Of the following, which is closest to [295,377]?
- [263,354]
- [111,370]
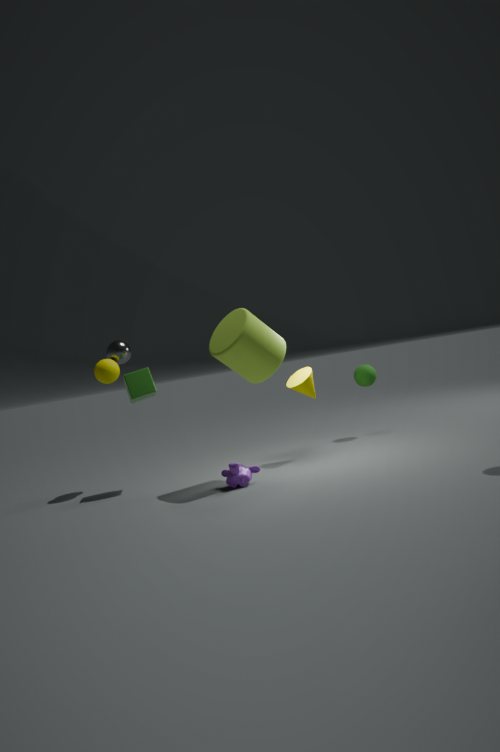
[263,354]
